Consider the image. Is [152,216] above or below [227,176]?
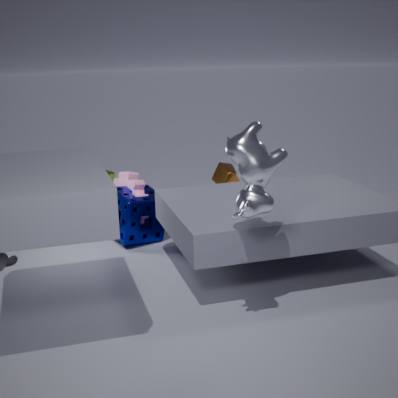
below
